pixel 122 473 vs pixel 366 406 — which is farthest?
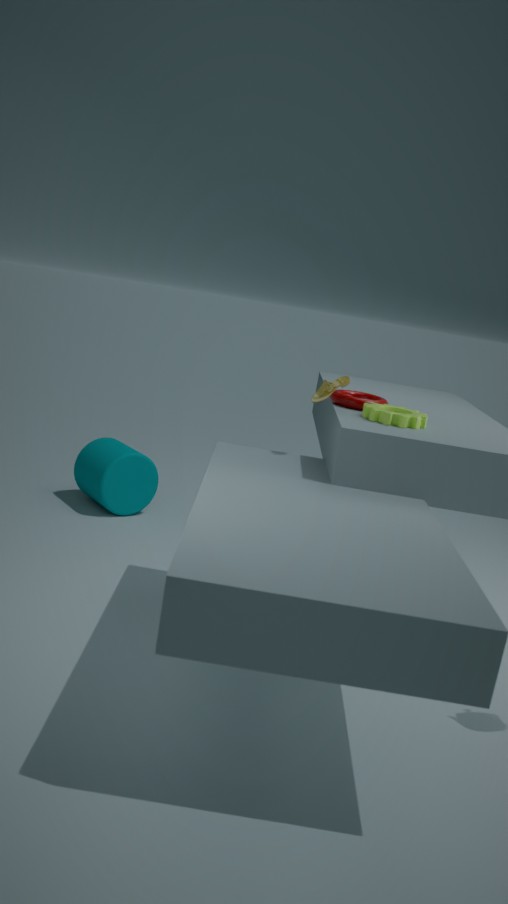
pixel 122 473
